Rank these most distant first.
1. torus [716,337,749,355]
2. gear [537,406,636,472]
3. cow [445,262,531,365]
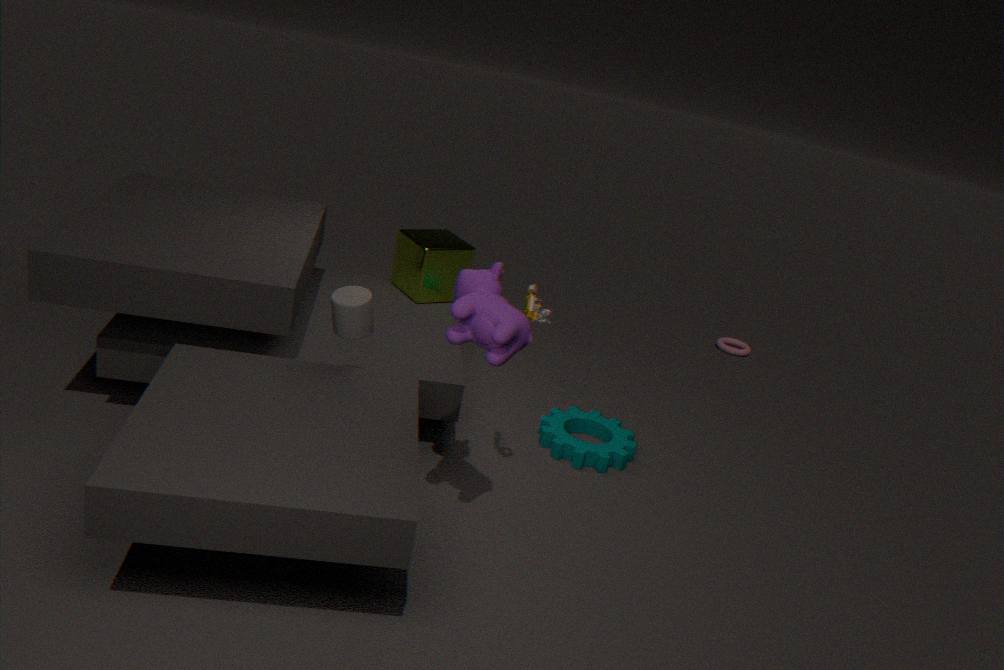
1. torus [716,337,749,355]
2. gear [537,406,636,472]
3. cow [445,262,531,365]
